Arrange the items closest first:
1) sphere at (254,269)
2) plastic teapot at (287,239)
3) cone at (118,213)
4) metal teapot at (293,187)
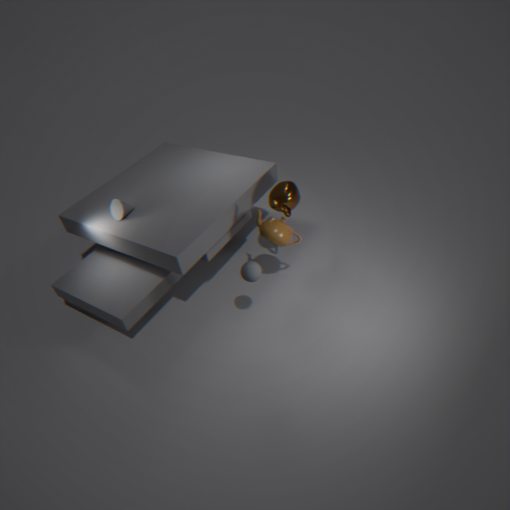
1. sphere at (254,269)
2. plastic teapot at (287,239)
4. metal teapot at (293,187)
3. cone at (118,213)
